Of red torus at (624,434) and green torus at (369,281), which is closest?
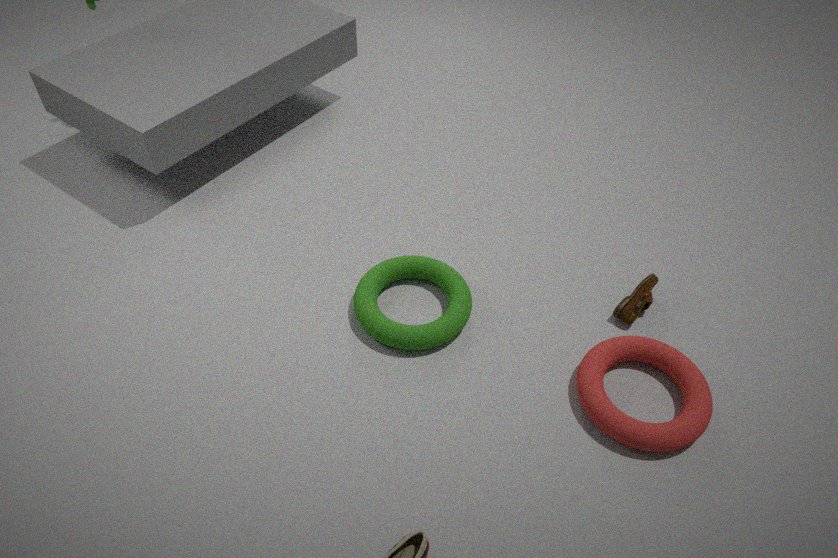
red torus at (624,434)
